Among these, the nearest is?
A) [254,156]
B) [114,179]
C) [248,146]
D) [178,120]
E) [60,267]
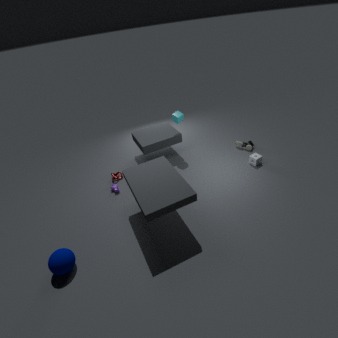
[60,267]
